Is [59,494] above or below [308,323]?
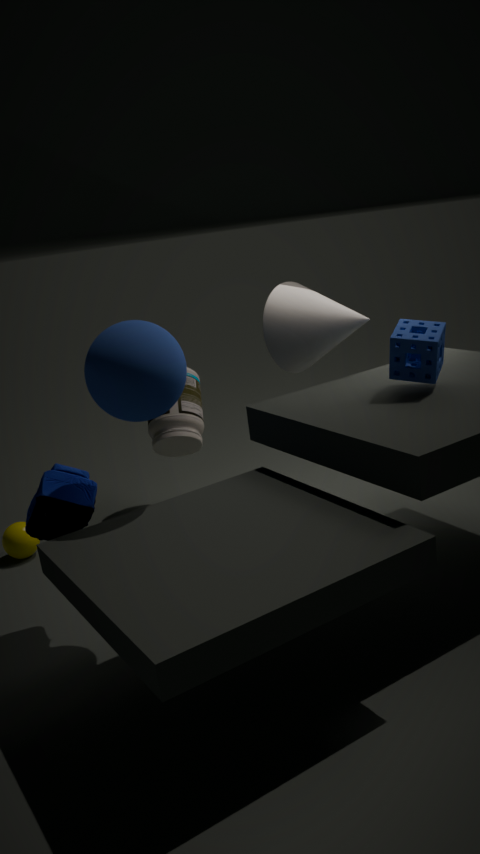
below
